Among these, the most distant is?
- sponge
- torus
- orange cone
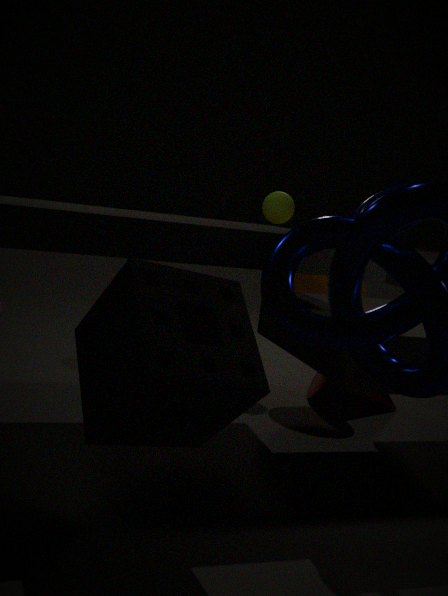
orange cone
